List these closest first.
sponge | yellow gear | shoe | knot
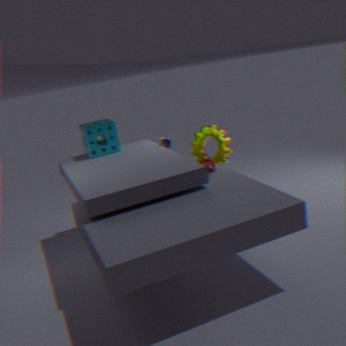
knot → sponge → shoe → yellow gear
